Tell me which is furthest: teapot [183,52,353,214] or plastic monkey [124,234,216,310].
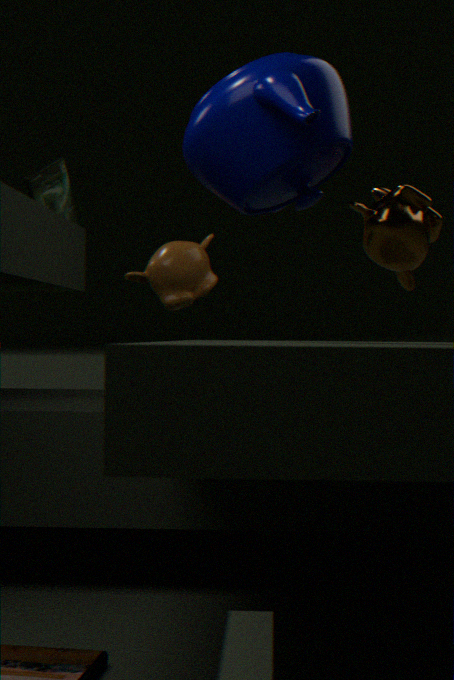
plastic monkey [124,234,216,310]
